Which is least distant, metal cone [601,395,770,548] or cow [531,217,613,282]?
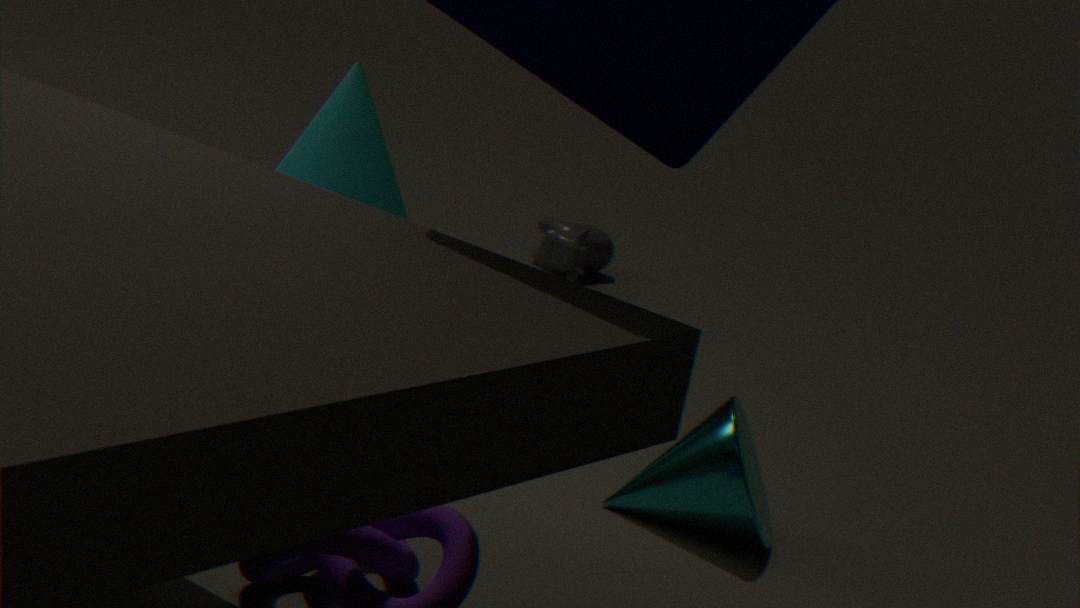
metal cone [601,395,770,548]
